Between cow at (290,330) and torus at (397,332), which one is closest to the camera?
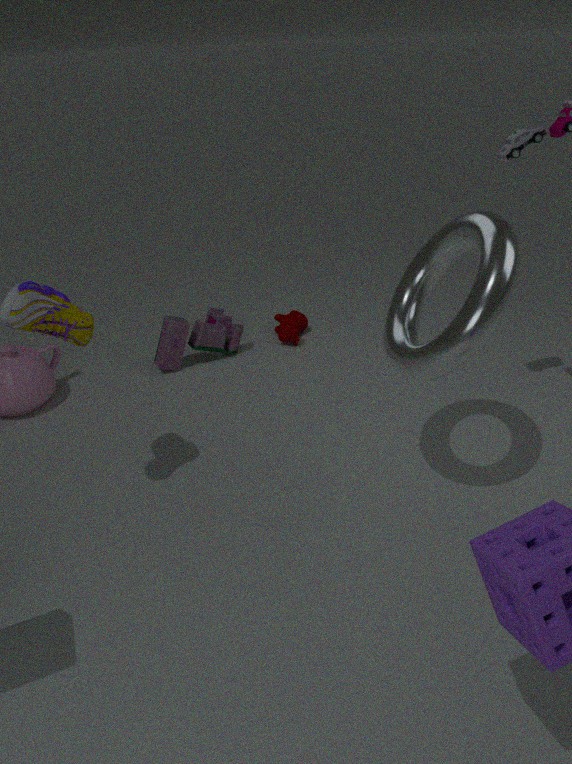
torus at (397,332)
